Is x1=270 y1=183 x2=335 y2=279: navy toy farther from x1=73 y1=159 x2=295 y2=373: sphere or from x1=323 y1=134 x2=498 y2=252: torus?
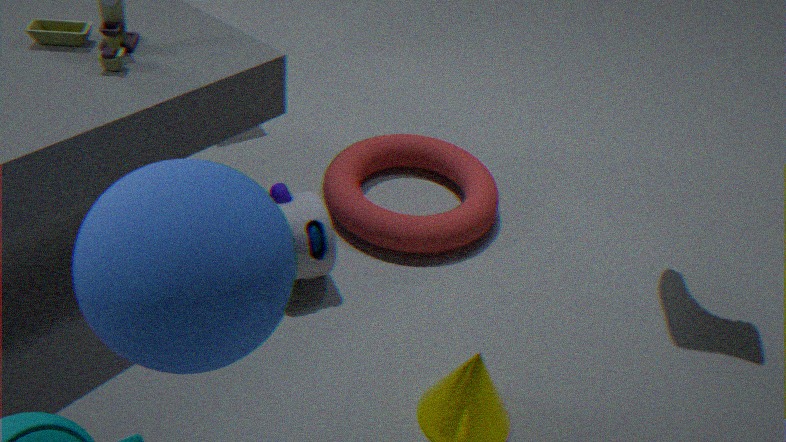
x1=73 y1=159 x2=295 y2=373: sphere
